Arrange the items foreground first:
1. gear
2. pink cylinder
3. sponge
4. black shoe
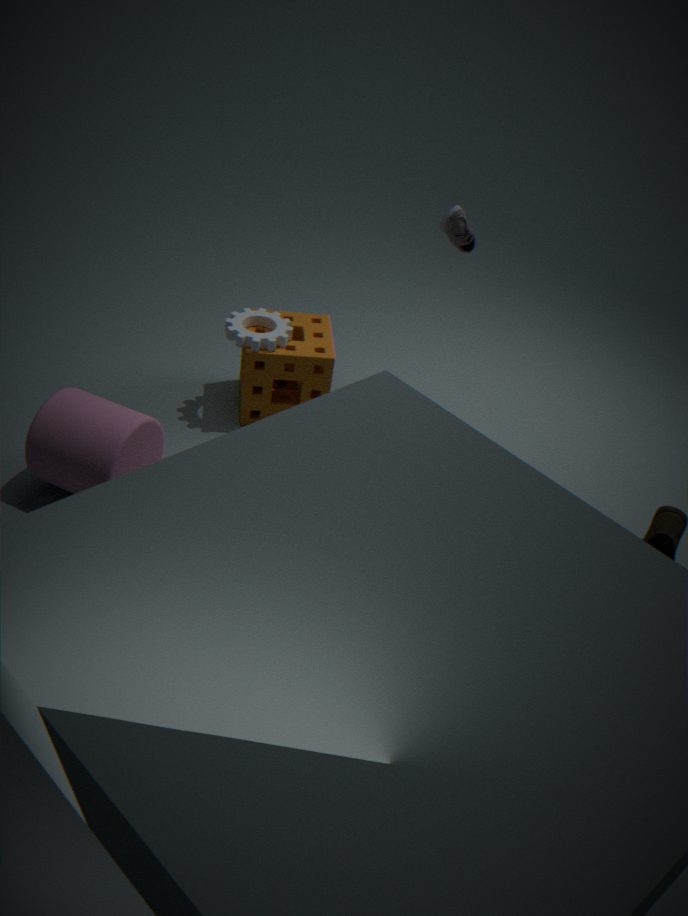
black shoe, pink cylinder, gear, sponge
